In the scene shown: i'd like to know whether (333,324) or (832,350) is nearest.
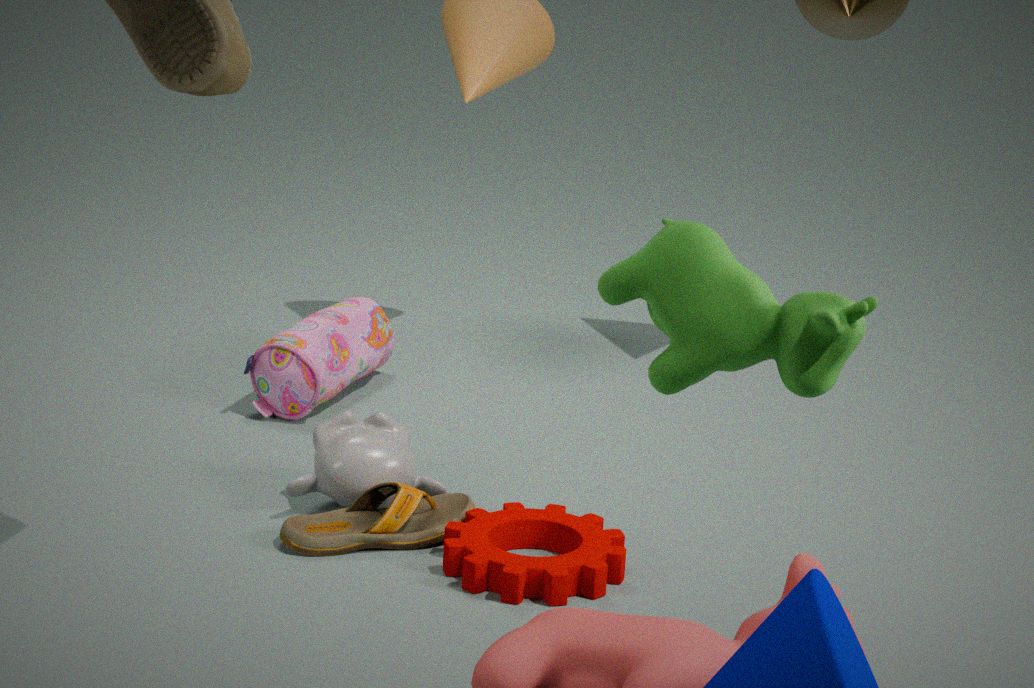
(832,350)
